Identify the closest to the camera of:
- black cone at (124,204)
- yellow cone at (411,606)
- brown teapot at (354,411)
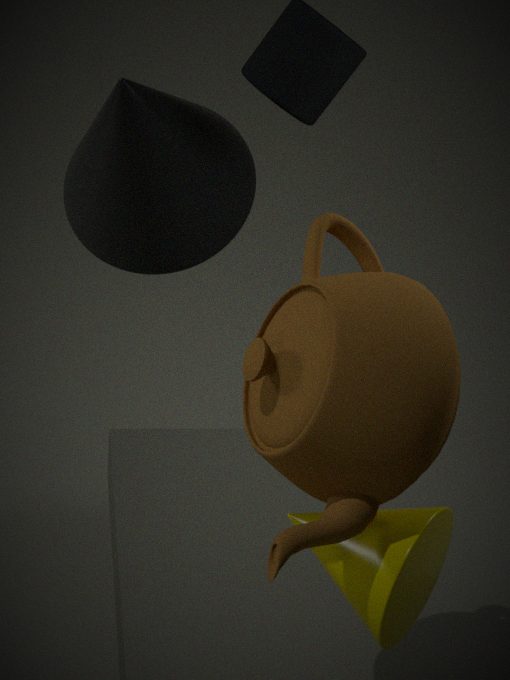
brown teapot at (354,411)
